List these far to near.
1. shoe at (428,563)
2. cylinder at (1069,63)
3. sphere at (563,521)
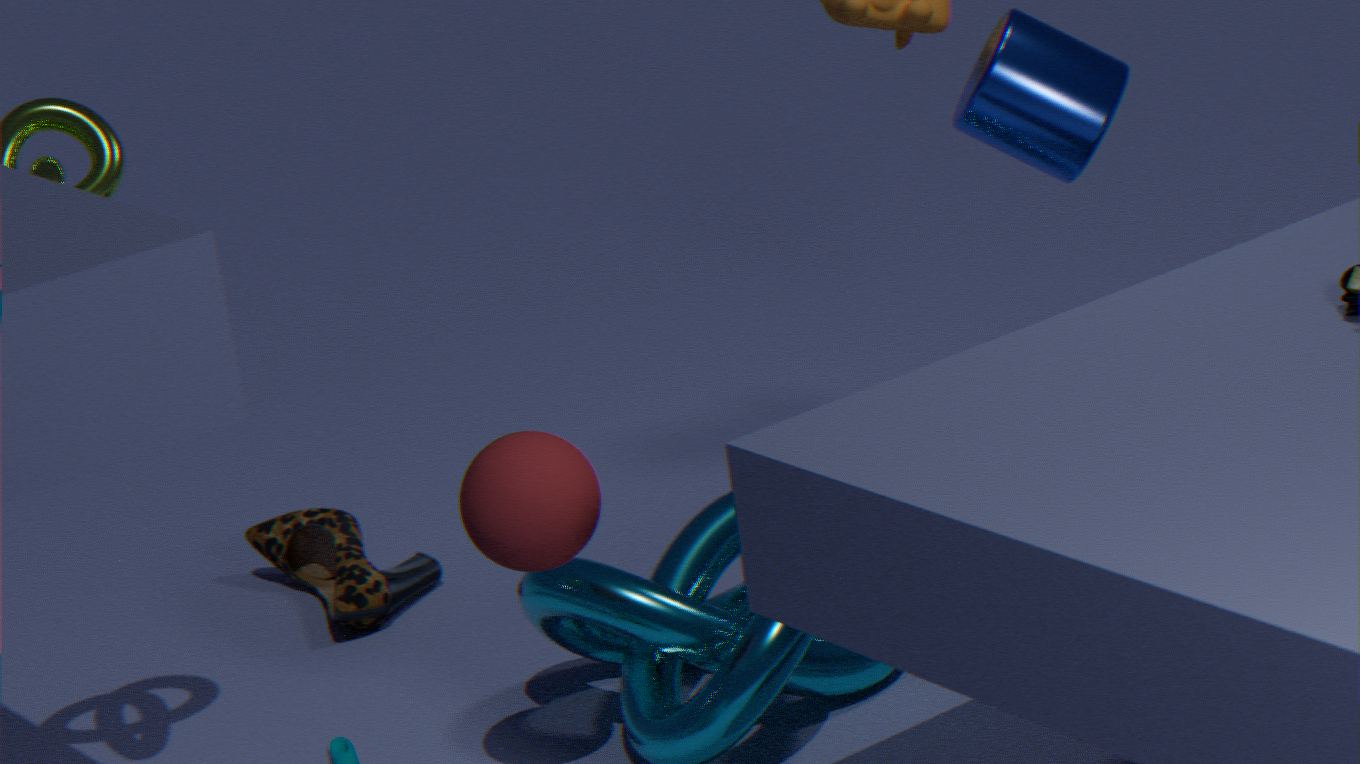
shoe at (428,563) < cylinder at (1069,63) < sphere at (563,521)
